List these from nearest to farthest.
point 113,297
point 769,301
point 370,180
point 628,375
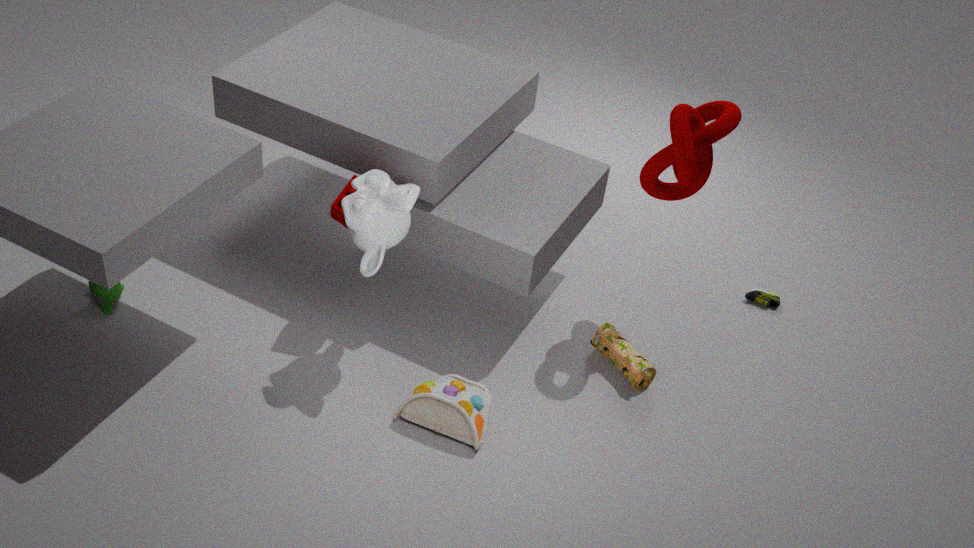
1. point 370,180
2. point 628,375
3. point 113,297
4. point 769,301
